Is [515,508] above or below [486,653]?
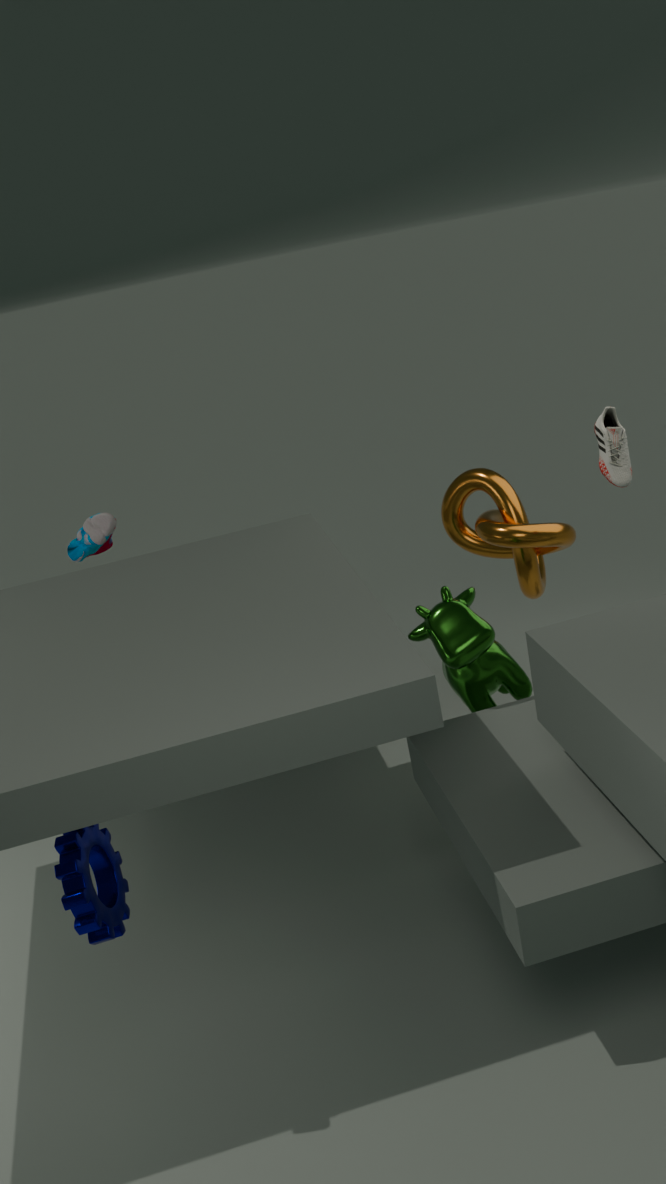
above
